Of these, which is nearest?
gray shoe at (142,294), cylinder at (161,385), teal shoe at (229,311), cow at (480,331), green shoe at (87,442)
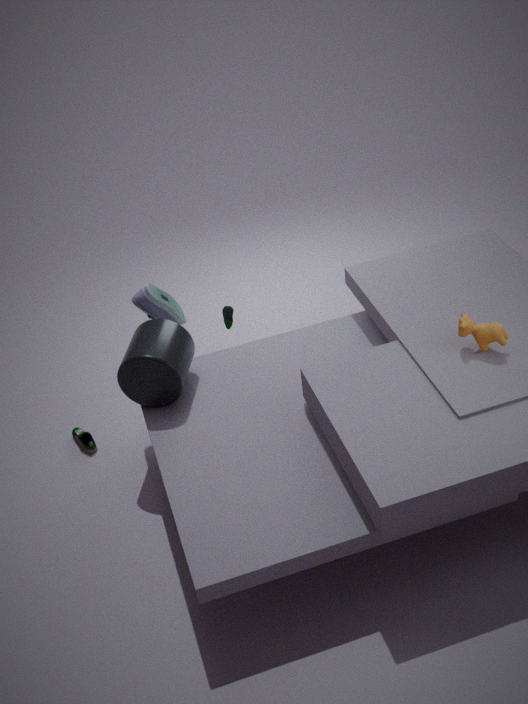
cow at (480,331)
